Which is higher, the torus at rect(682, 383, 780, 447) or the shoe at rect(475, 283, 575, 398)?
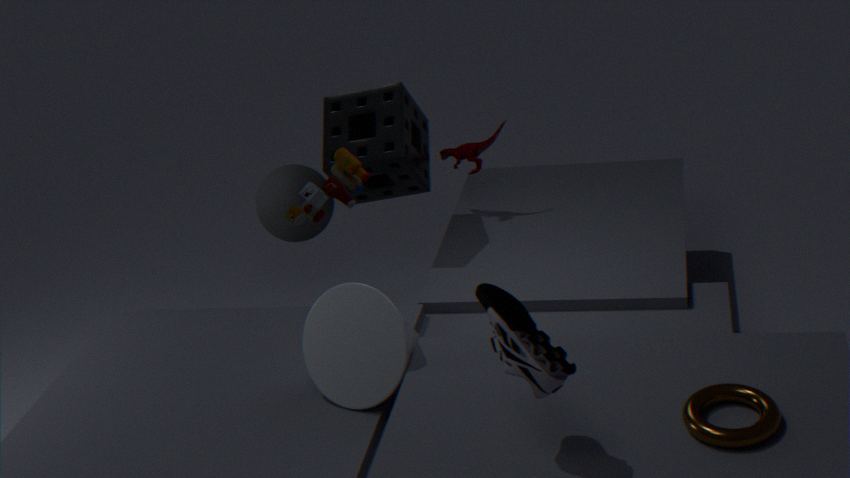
the shoe at rect(475, 283, 575, 398)
